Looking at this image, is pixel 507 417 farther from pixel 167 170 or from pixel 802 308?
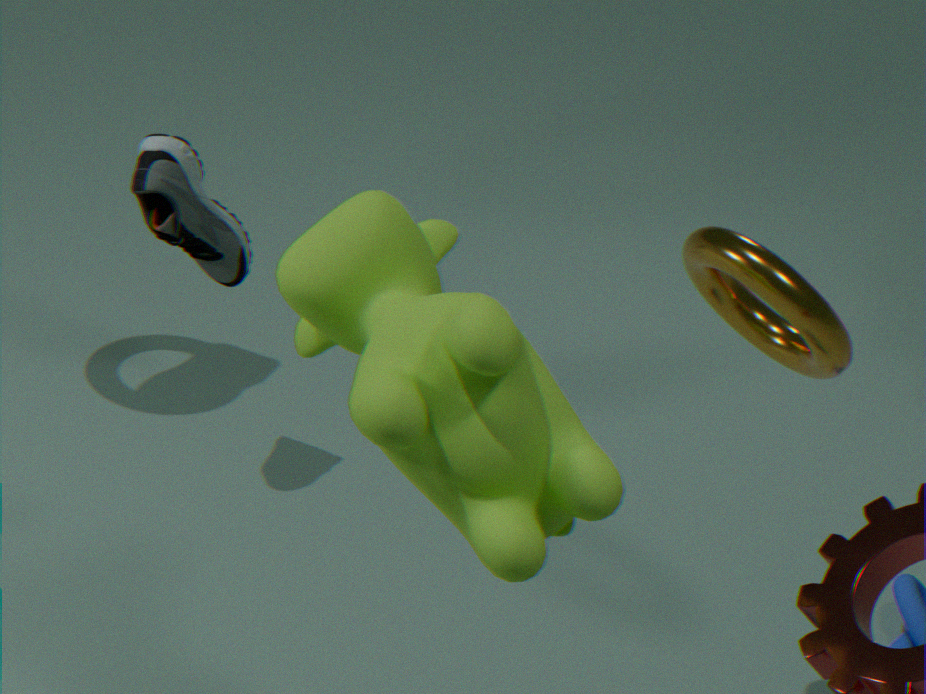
pixel 167 170
